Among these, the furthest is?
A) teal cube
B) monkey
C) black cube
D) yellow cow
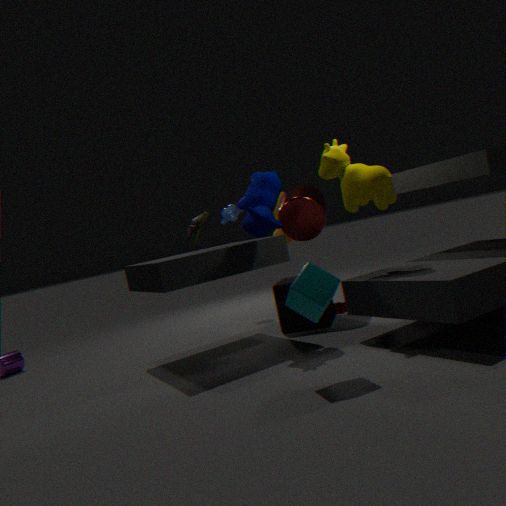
monkey
